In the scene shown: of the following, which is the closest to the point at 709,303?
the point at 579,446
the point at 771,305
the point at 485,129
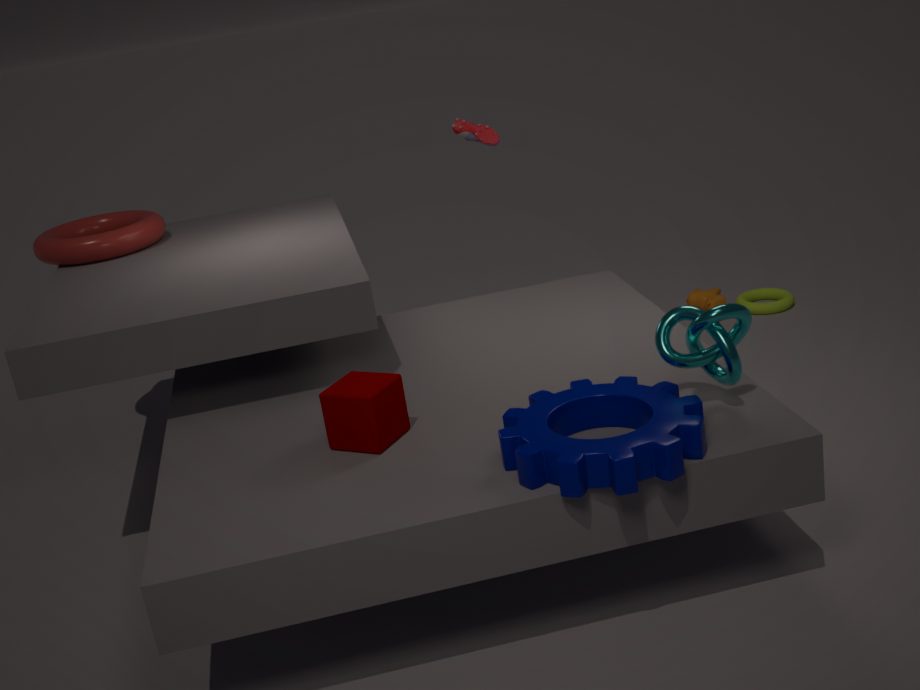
the point at 771,305
